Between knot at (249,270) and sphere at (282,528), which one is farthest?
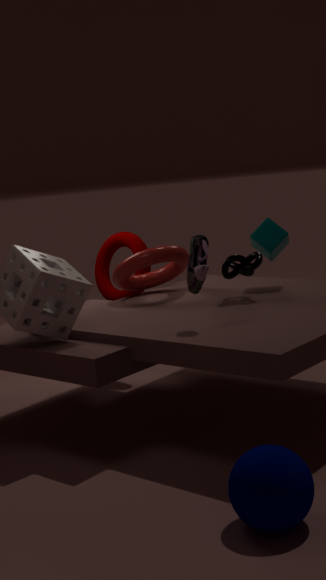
knot at (249,270)
